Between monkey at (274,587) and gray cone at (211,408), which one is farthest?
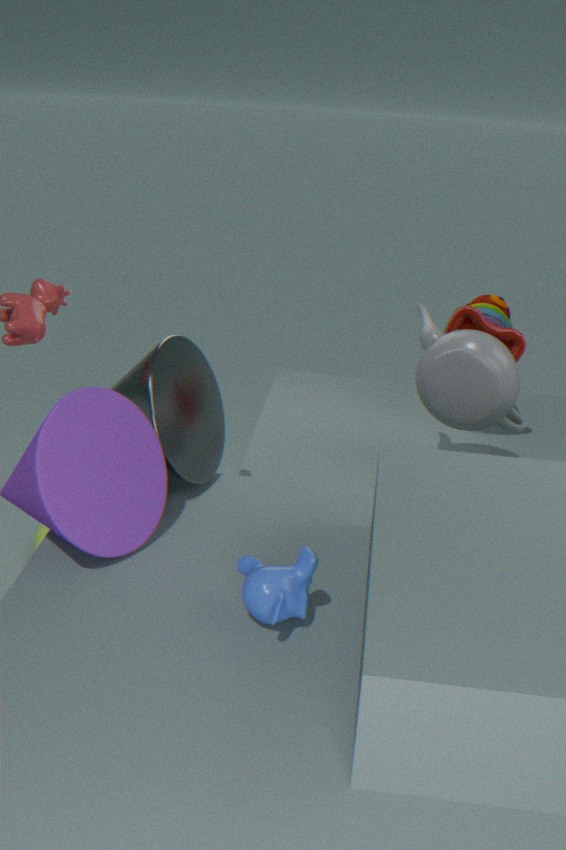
gray cone at (211,408)
